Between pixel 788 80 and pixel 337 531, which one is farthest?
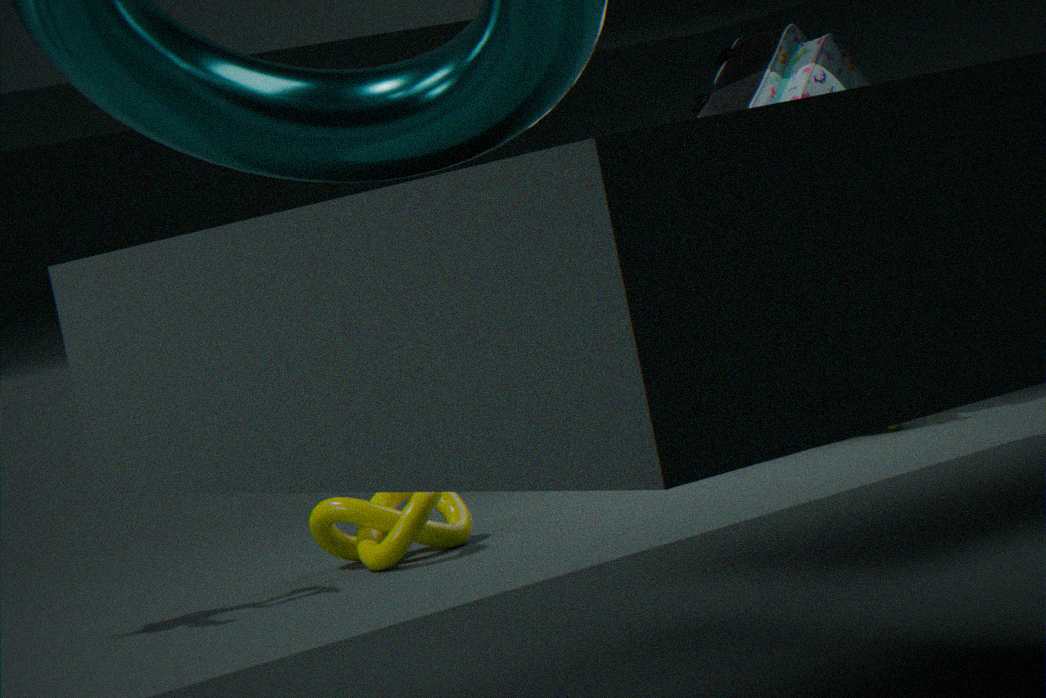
pixel 788 80
